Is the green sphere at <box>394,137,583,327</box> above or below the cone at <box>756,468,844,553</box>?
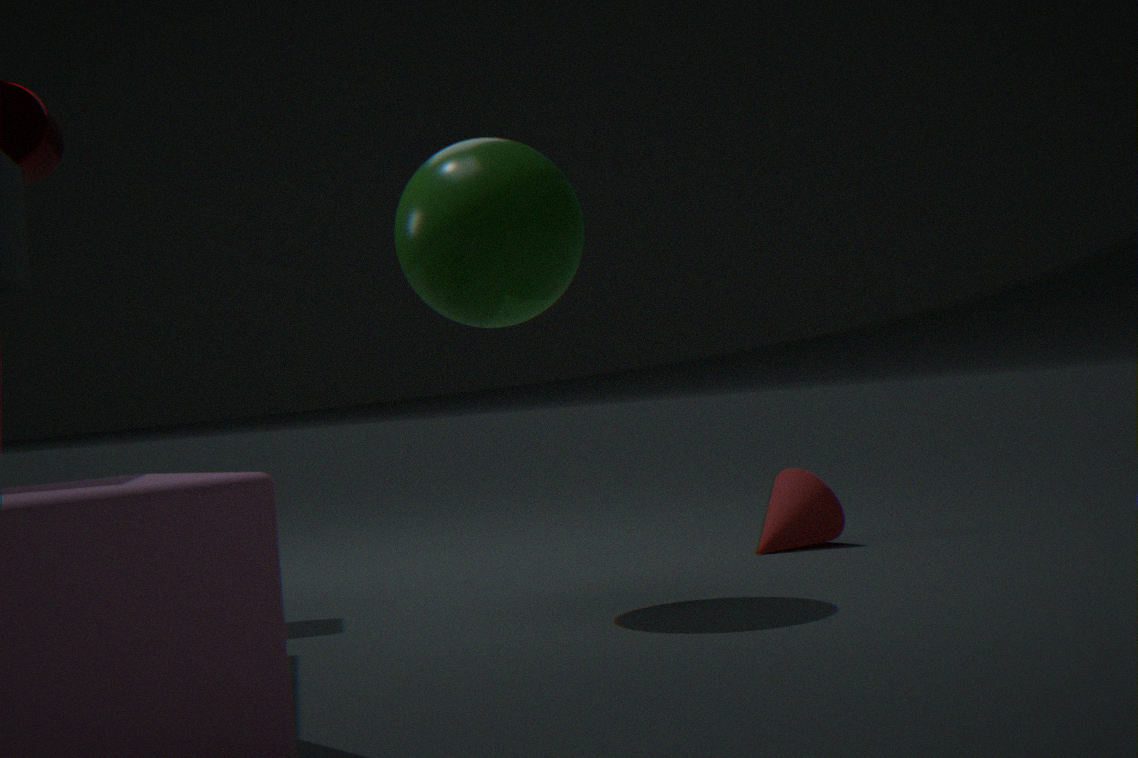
above
